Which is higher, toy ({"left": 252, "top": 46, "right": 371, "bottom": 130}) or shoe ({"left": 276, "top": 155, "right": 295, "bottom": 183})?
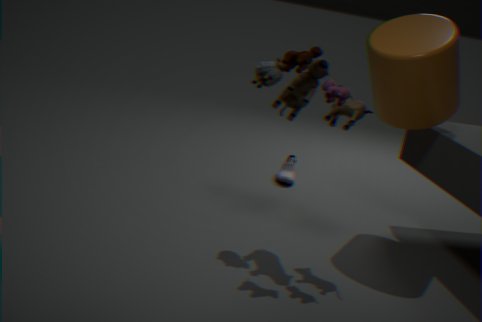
toy ({"left": 252, "top": 46, "right": 371, "bottom": 130})
